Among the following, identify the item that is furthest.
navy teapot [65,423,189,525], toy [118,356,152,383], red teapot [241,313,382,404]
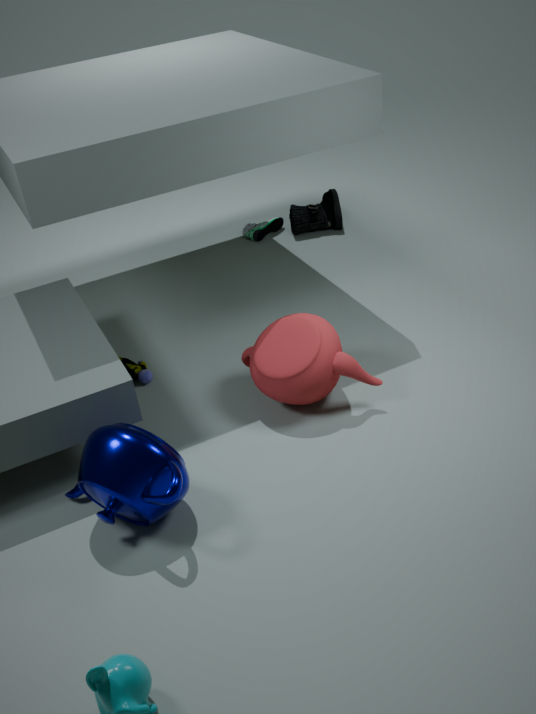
toy [118,356,152,383]
